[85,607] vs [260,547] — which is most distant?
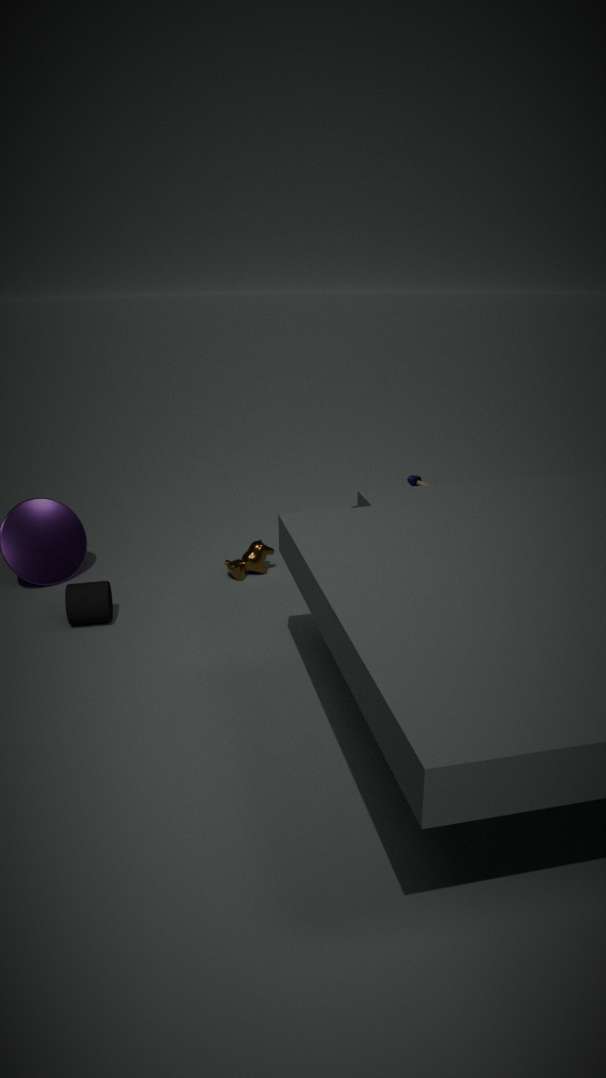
[260,547]
